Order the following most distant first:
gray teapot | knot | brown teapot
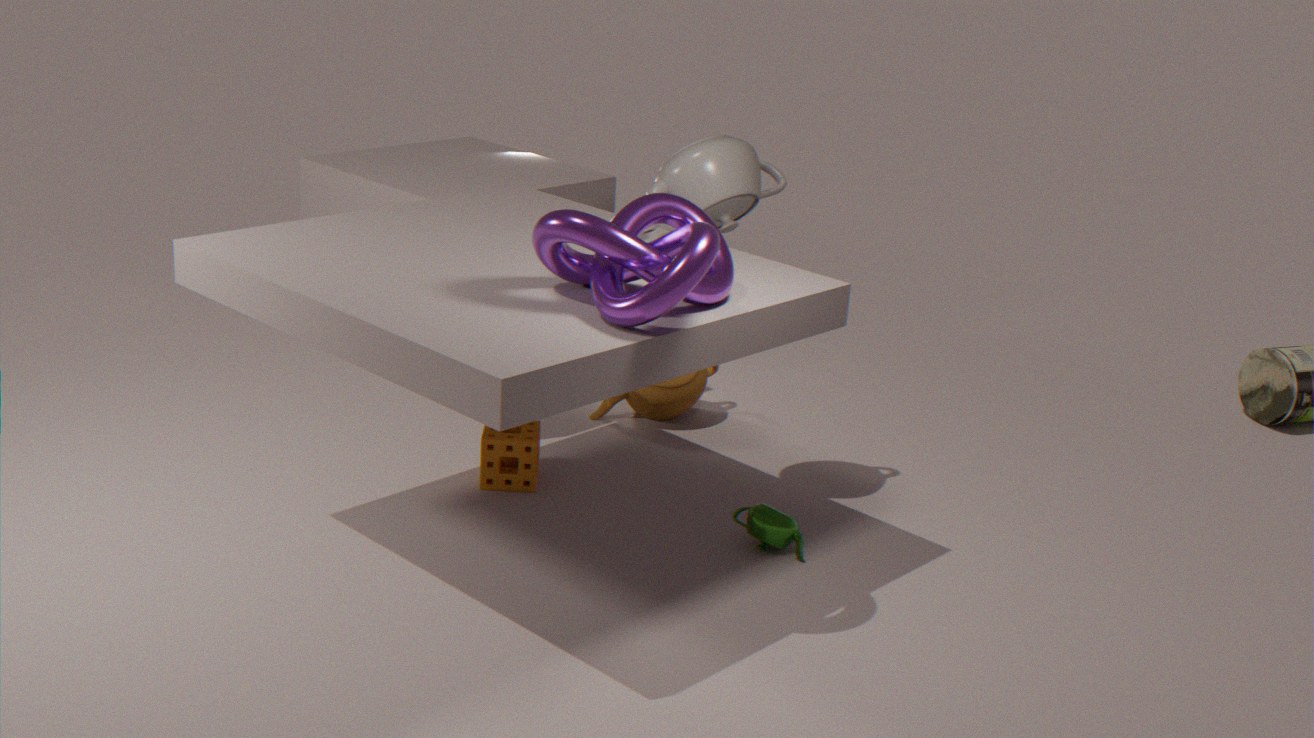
brown teapot → gray teapot → knot
